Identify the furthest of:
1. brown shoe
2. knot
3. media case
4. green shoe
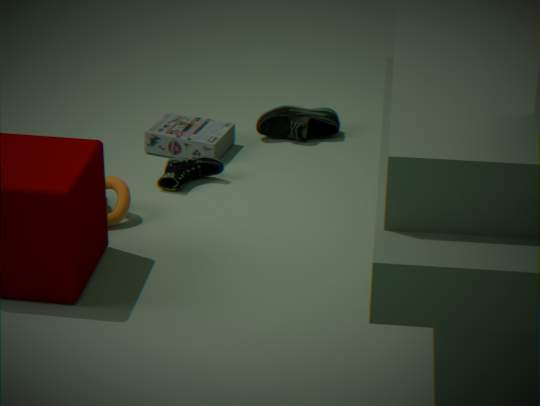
green shoe
